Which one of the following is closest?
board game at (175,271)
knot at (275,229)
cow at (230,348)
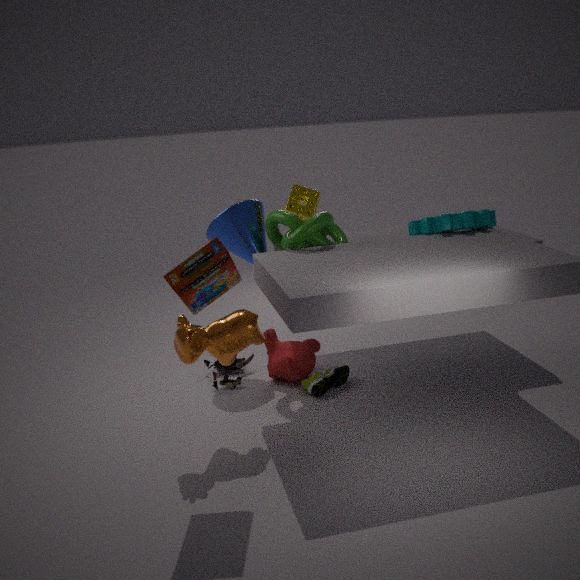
board game at (175,271)
